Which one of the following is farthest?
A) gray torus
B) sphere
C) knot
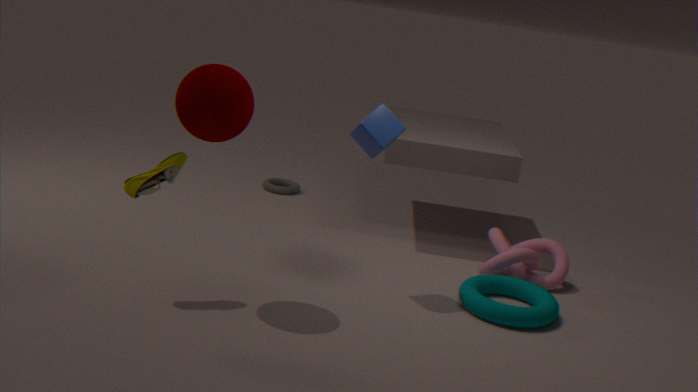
gray torus
